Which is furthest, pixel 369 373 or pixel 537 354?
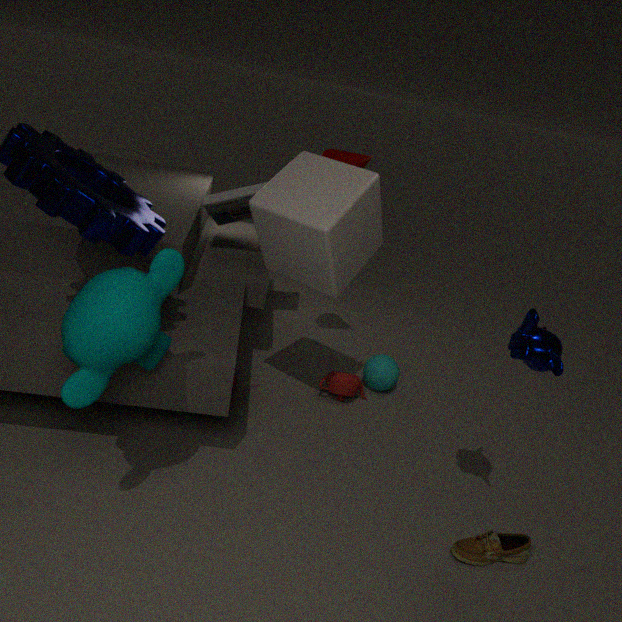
pixel 369 373
